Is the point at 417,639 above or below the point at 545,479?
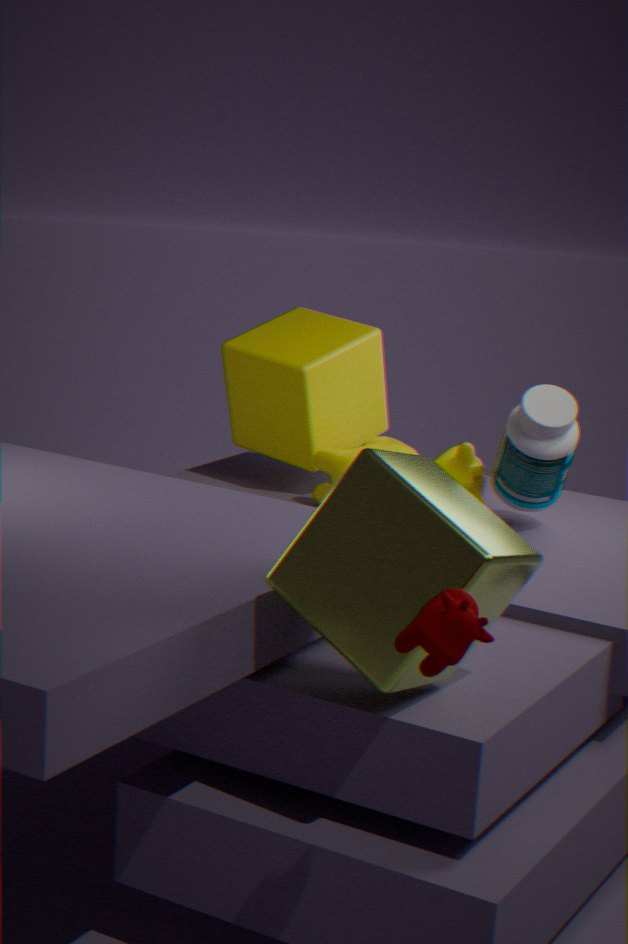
above
